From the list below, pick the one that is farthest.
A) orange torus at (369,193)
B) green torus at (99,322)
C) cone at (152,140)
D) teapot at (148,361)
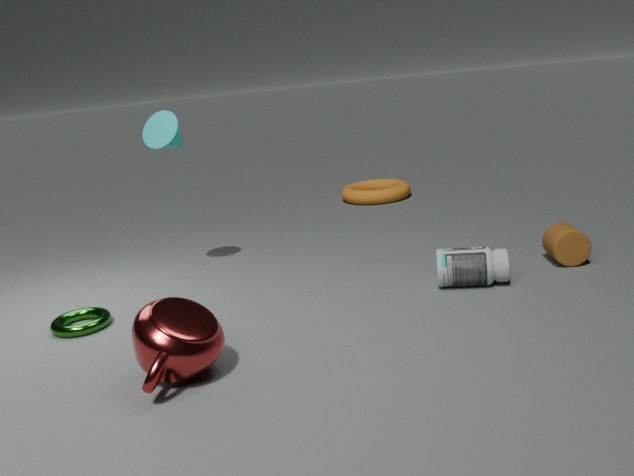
orange torus at (369,193)
